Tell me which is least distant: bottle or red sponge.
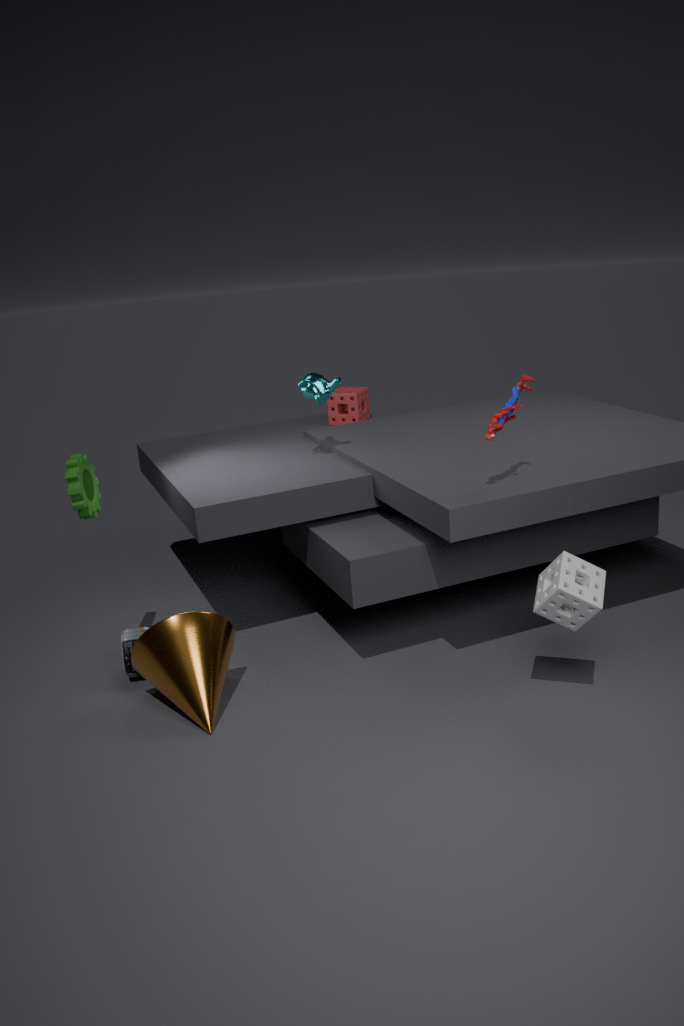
bottle
